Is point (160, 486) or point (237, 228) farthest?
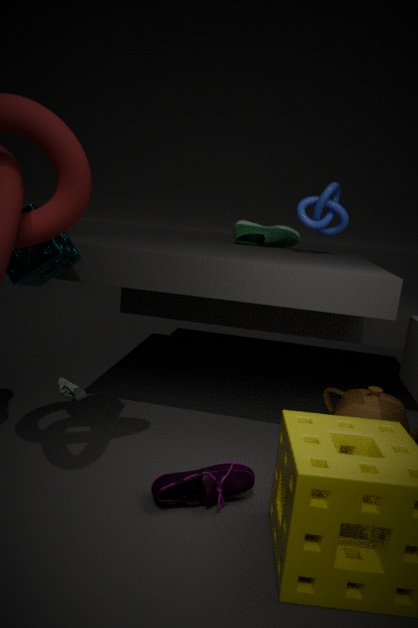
point (237, 228)
